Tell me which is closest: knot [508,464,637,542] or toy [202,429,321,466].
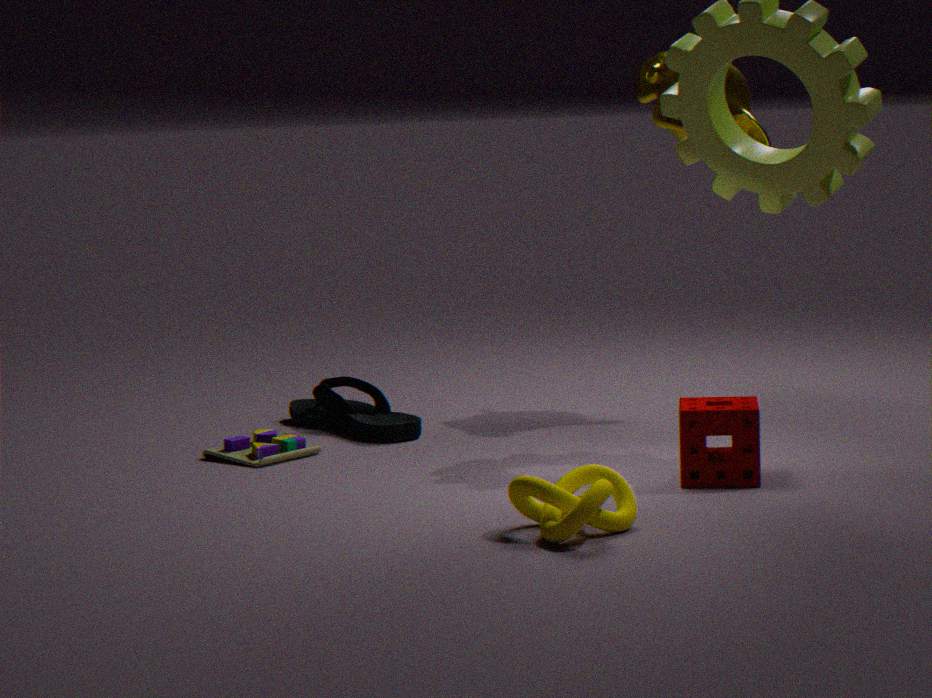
knot [508,464,637,542]
